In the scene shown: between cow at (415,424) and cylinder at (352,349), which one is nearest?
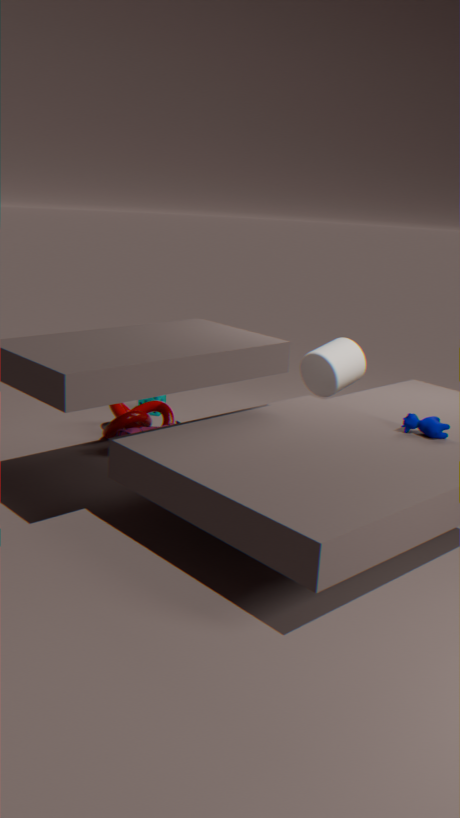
cow at (415,424)
